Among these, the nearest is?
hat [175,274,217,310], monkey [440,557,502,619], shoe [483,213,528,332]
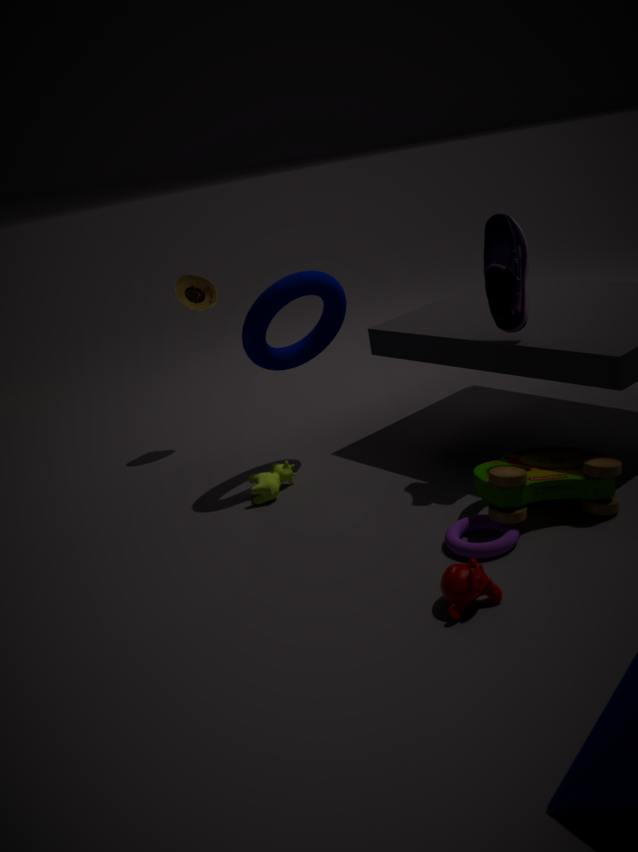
monkey [440,557,502,619]
